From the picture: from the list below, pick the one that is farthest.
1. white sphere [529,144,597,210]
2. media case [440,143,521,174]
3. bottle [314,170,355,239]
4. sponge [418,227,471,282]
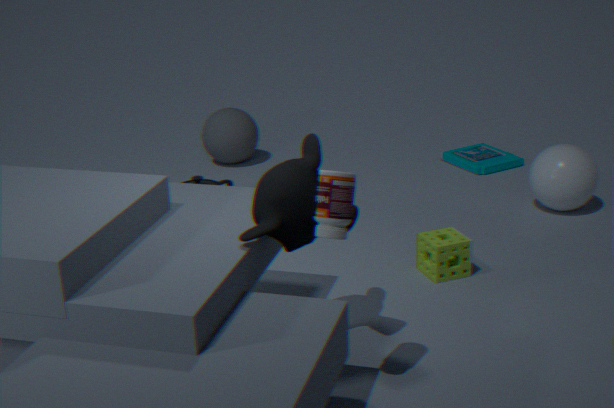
media case [440,143,521,174]
